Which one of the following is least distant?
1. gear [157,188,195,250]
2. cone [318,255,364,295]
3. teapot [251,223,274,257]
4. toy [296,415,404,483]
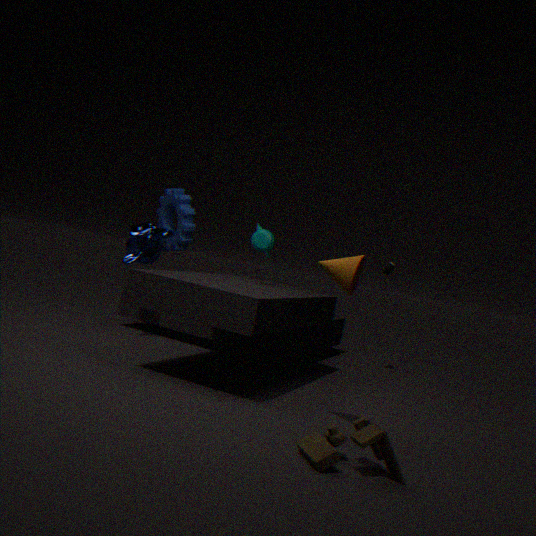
toy [296,415,404,483]
